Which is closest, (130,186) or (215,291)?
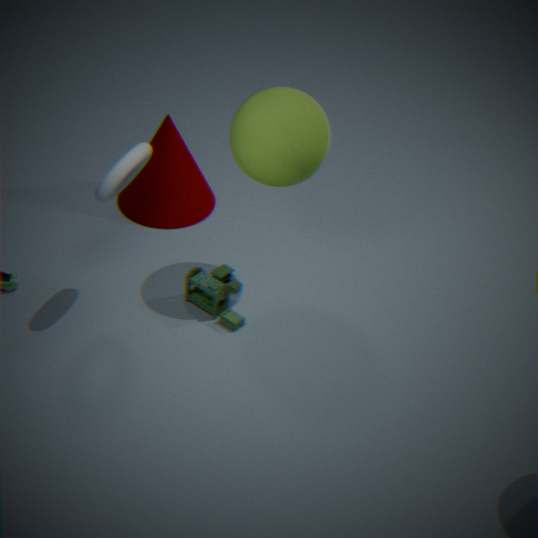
(215,291)
